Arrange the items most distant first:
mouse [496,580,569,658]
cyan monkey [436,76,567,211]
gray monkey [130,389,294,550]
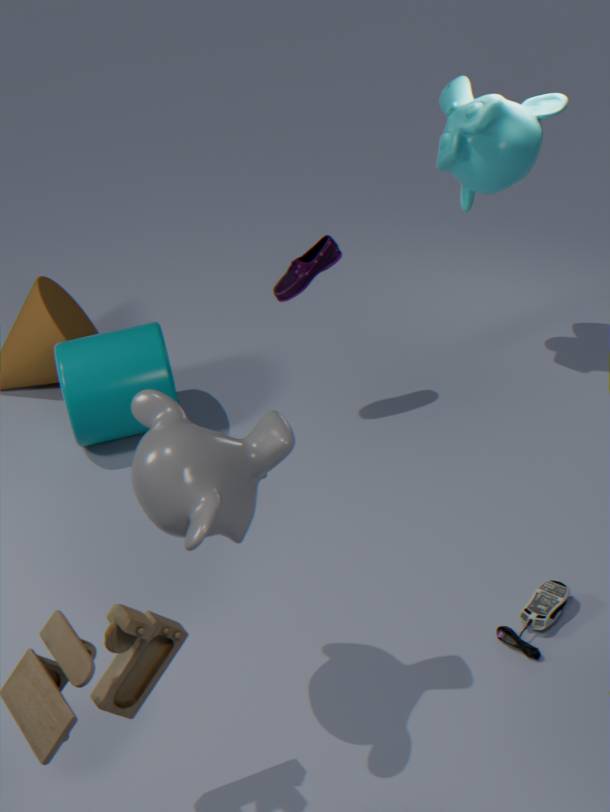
cyan monkey [436,76,567,211] < mouse [496,580,569,658] < gray monkey [130,389,294,550]
